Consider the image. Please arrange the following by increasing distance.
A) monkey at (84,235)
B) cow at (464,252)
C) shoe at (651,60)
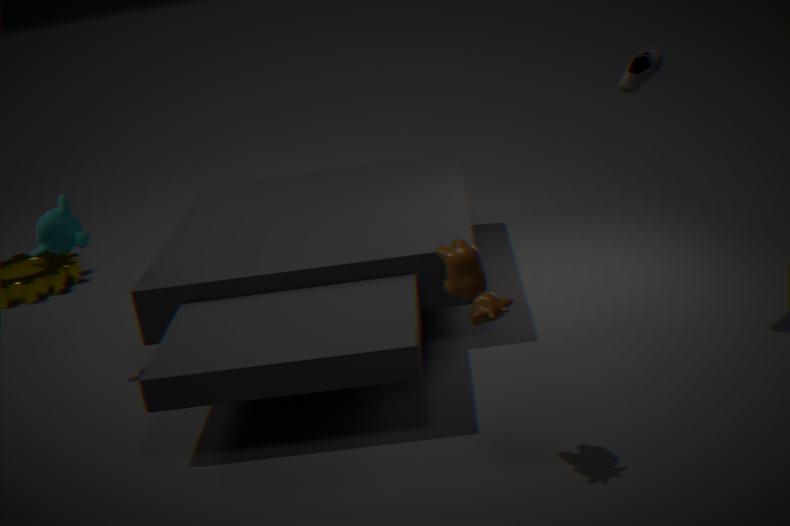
cow at (464,252) < shoe at (651,60) < monkey at (84,235)
